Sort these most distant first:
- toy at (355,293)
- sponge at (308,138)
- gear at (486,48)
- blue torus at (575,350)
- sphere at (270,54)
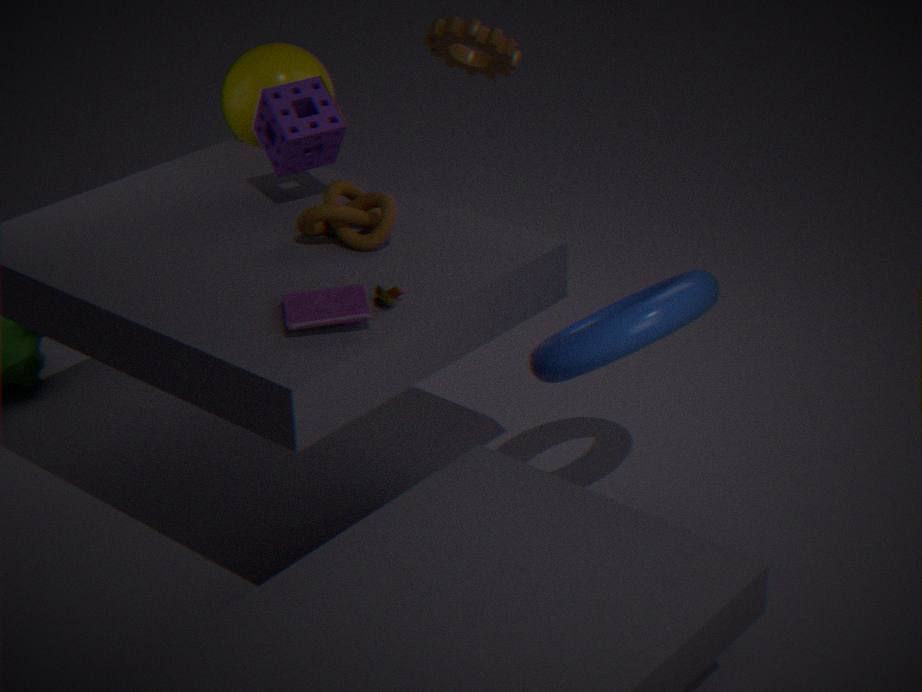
sphere at (270,54) < gear at (486,48) < sponge at (308,138) < blue torus at (575,350) < toy at (355,293)
